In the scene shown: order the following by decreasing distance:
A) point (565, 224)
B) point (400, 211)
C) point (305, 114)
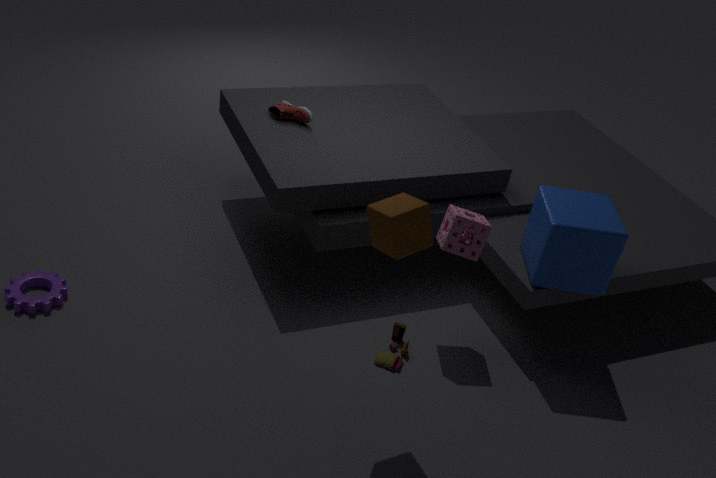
point (305, 114), point (565, 224), point (400, 211)
